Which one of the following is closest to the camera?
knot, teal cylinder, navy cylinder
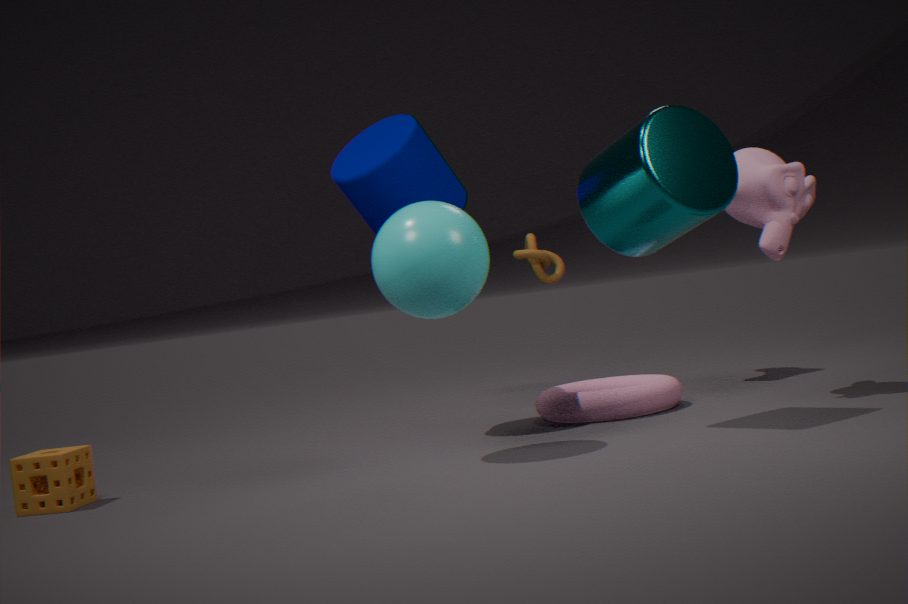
teal cylinder
